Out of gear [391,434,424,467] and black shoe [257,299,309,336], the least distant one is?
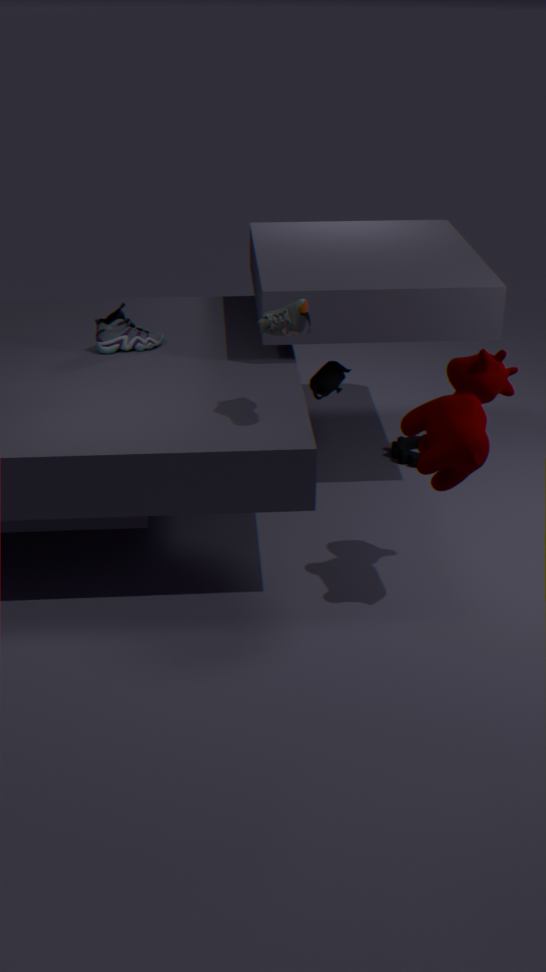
black shoe [257,299,309,336]
